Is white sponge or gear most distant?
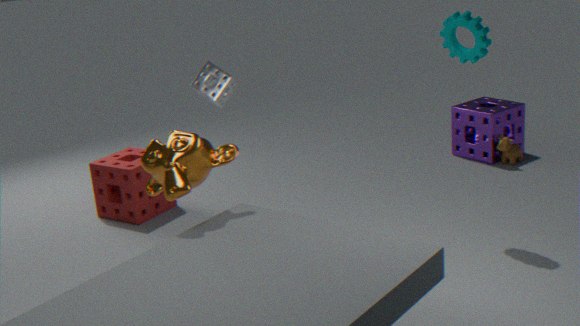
white sponge
